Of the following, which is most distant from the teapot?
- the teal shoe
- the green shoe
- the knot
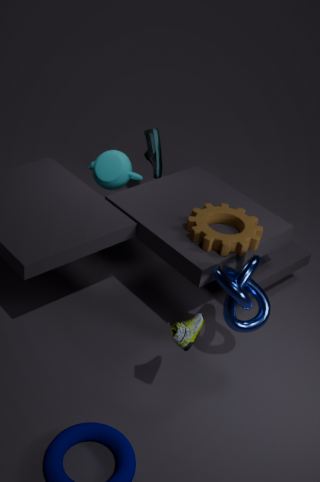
the green shoe
